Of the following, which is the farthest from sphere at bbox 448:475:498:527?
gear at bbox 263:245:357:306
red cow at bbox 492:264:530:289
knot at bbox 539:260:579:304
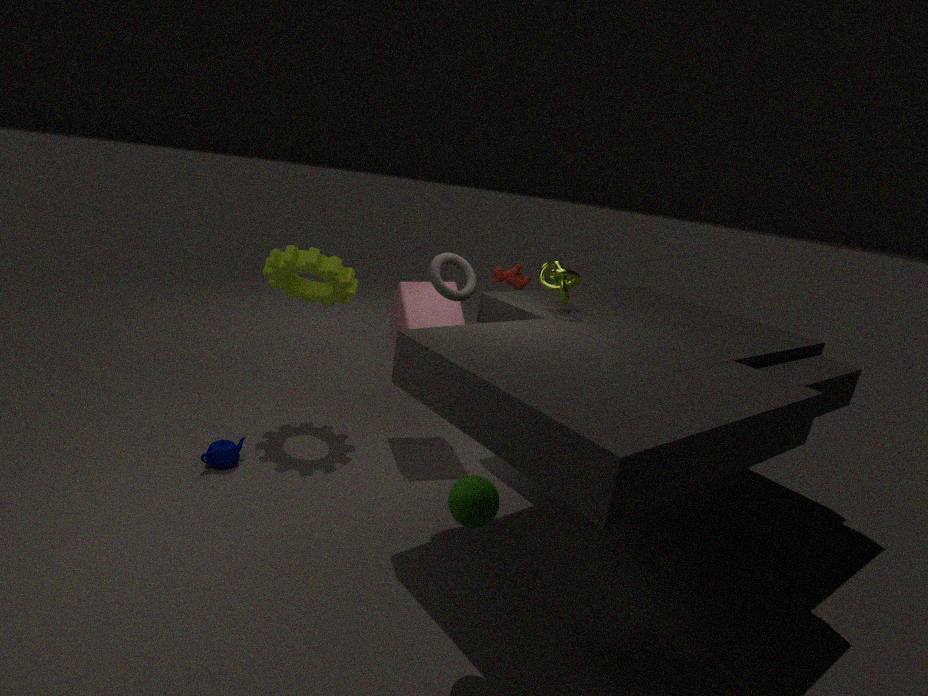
red cow at bbox 492:264:530:289
